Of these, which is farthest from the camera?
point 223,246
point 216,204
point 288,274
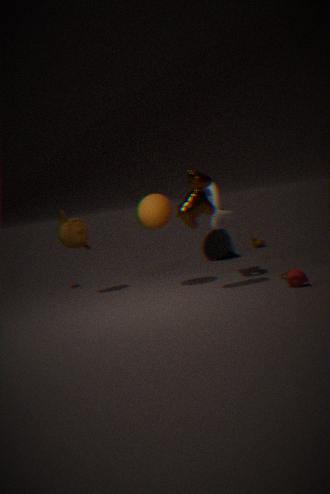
A: point 223,246
